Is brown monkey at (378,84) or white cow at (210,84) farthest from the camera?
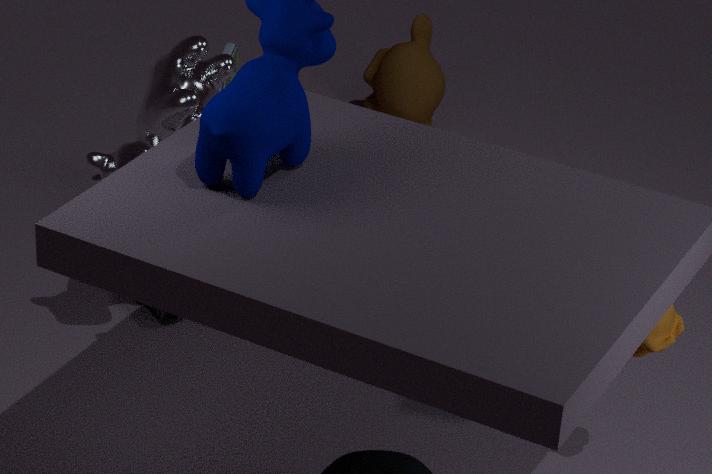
brown monkey at (378,84)
